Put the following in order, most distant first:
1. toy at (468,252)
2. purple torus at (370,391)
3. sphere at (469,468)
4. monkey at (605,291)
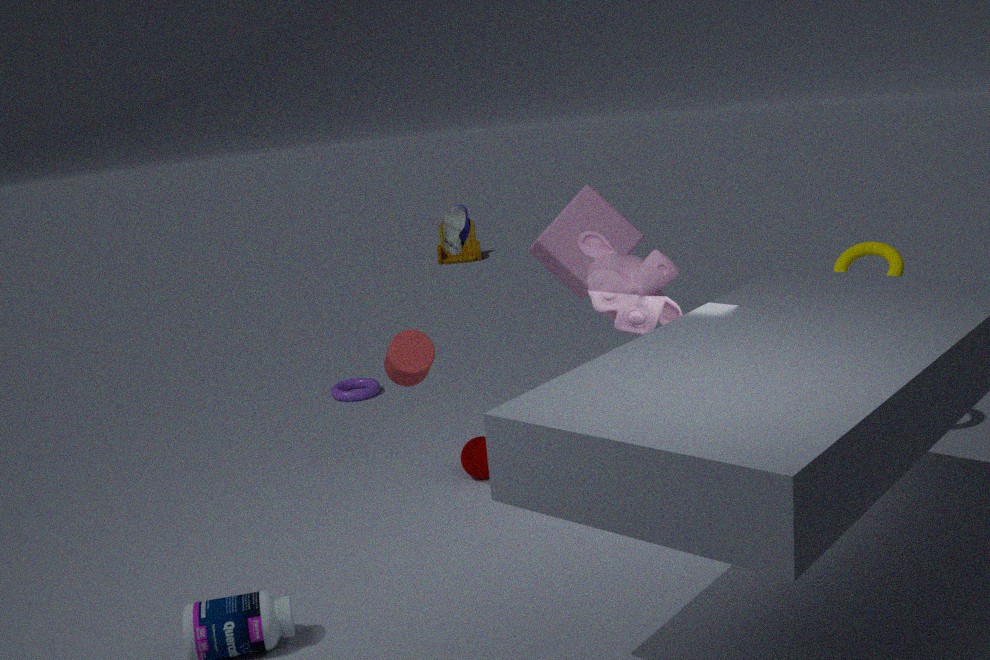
1. toy at (468,252)
2. purple torus at (370,391)
3. sphere at (469,468)
4. monkey at (605,291)
